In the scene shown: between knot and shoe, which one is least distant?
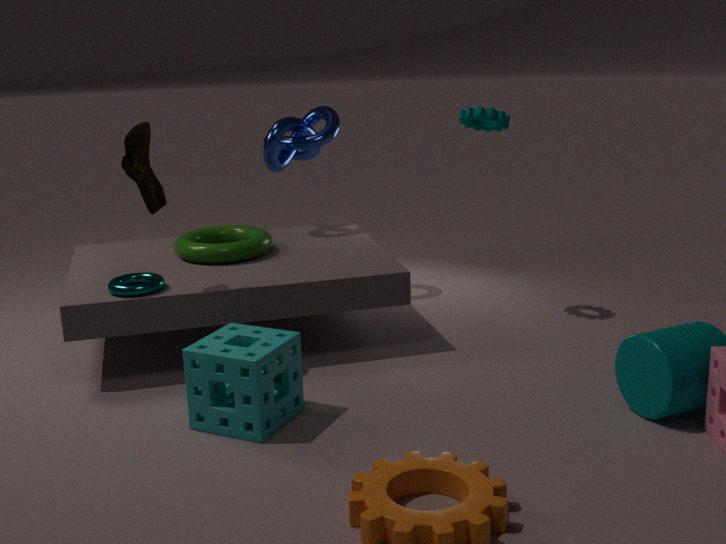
shoe
